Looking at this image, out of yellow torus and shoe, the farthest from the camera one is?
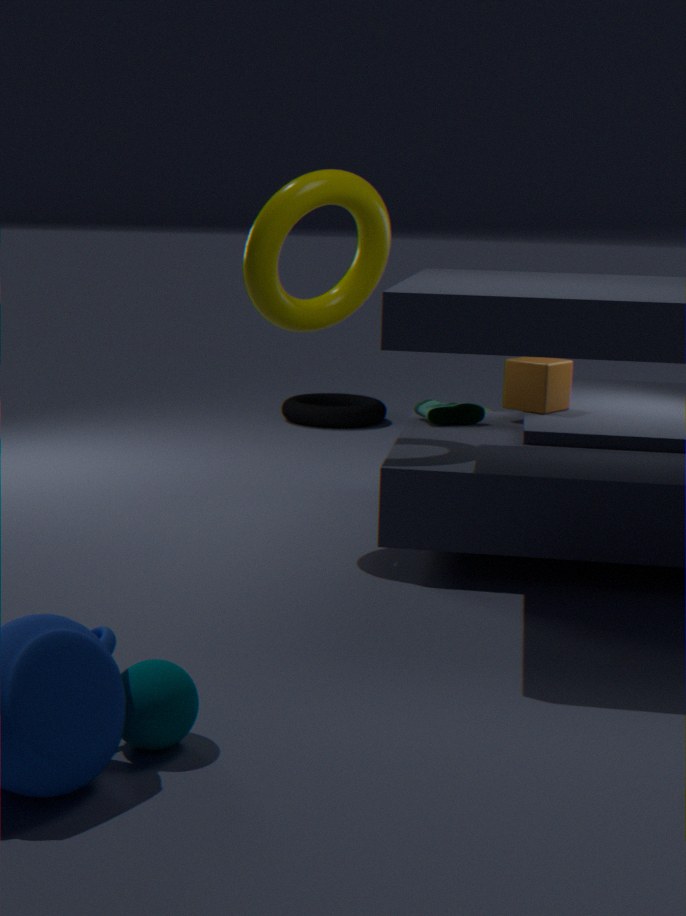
shoe
